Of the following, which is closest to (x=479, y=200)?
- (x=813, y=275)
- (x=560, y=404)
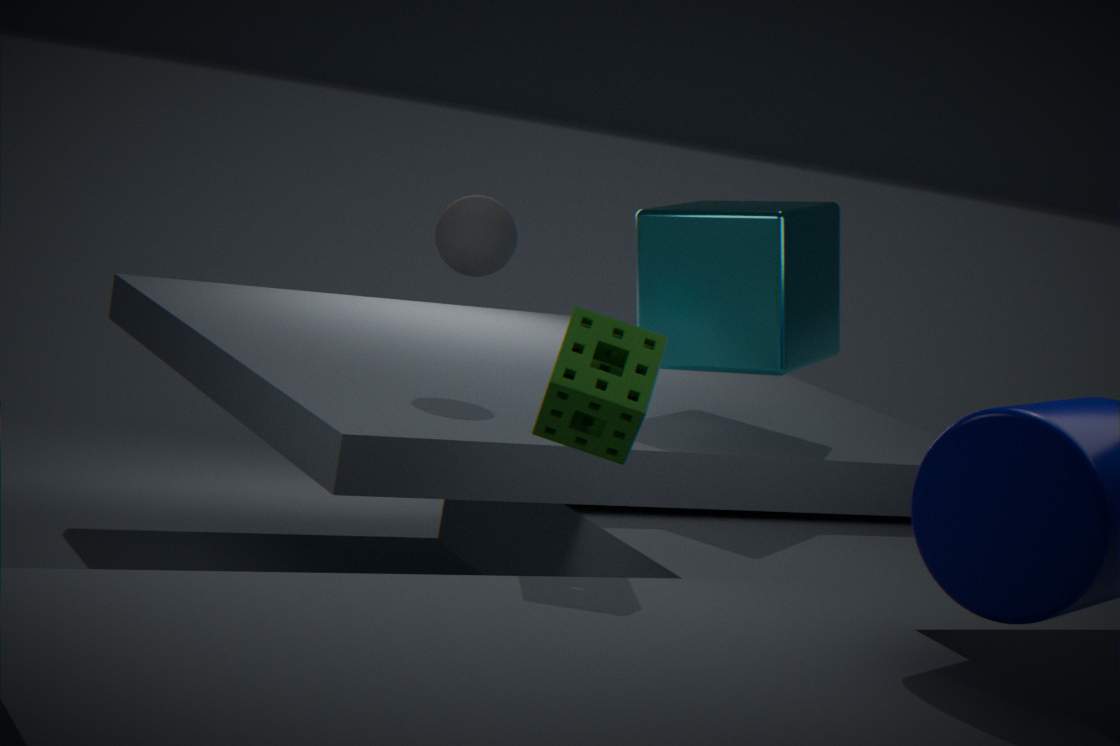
(x=813, y=275)
